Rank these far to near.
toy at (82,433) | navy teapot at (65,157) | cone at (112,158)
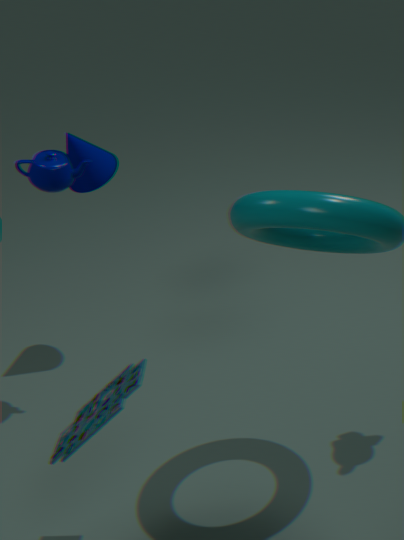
cone at (112,158) → navy teapot at (65,157) → toy at (82,433)
